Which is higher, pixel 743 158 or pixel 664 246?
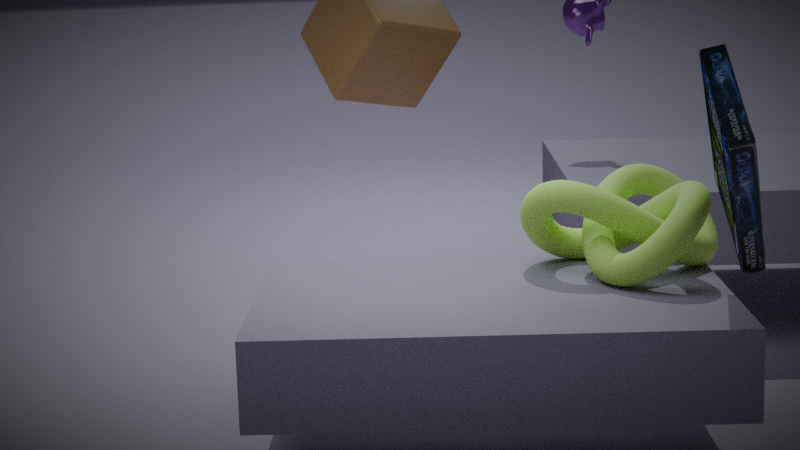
pixel 743 158
